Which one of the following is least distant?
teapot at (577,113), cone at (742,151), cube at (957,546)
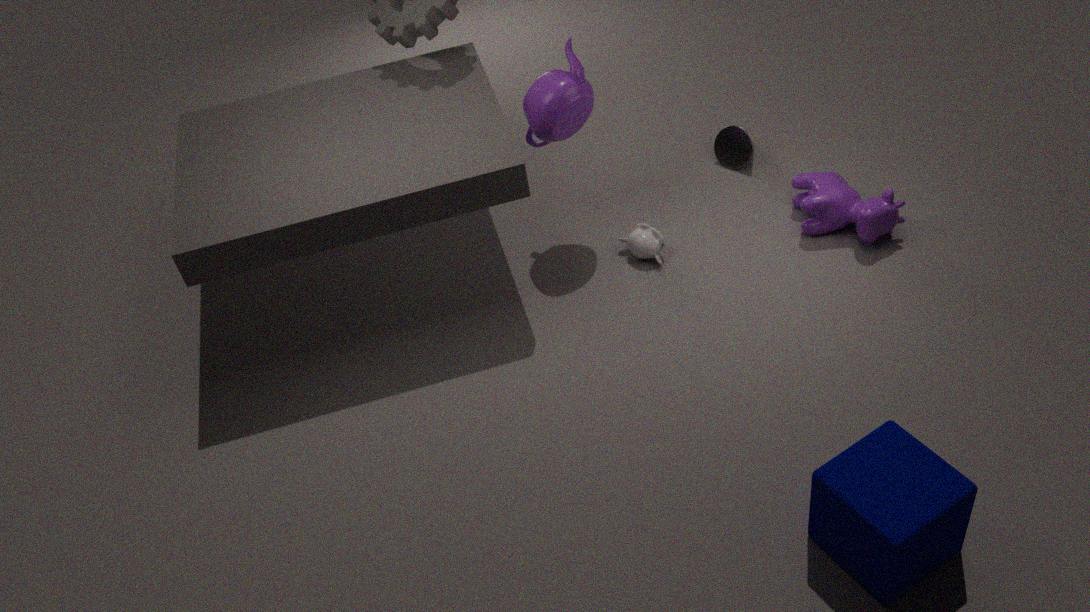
cube at (957,546)
